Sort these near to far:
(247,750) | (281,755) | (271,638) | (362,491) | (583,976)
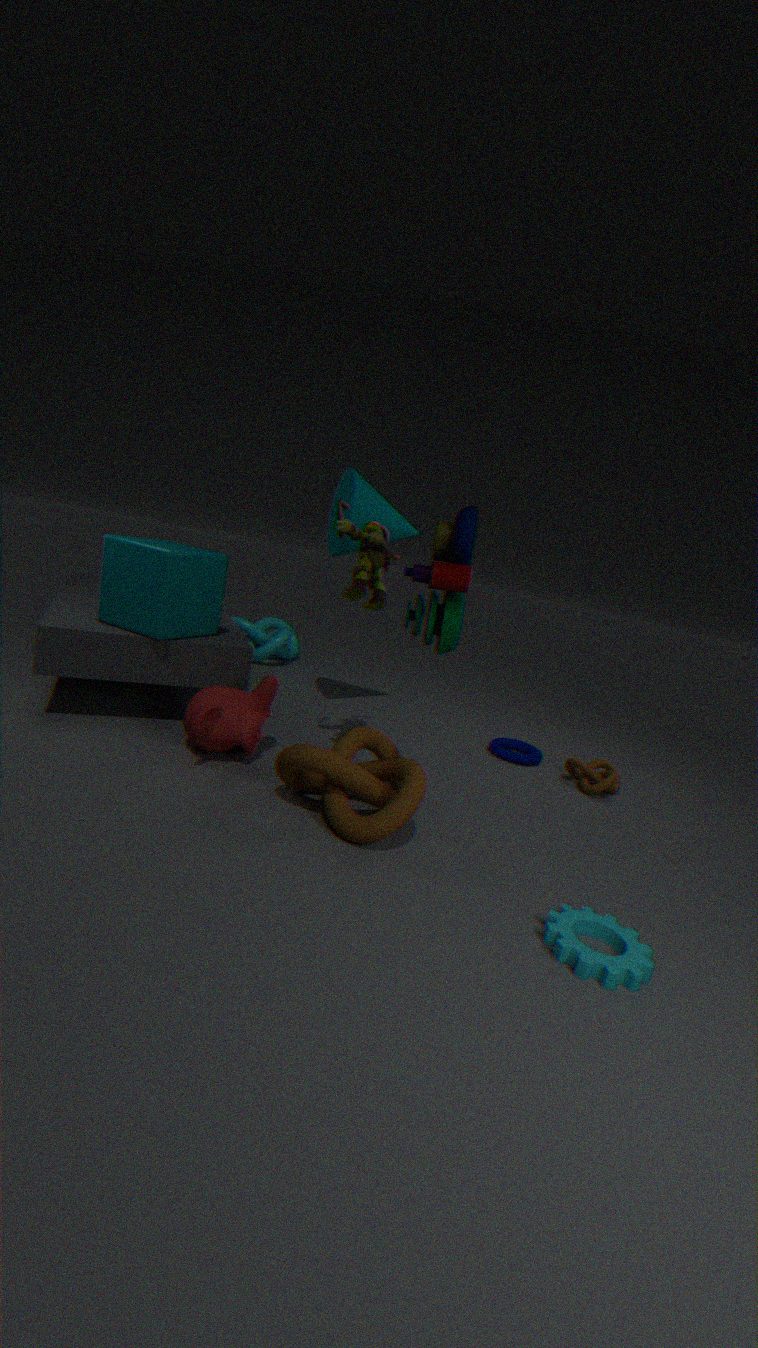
(583,976) < (281,755) < (247,750) < (362,491) < (271,638)
